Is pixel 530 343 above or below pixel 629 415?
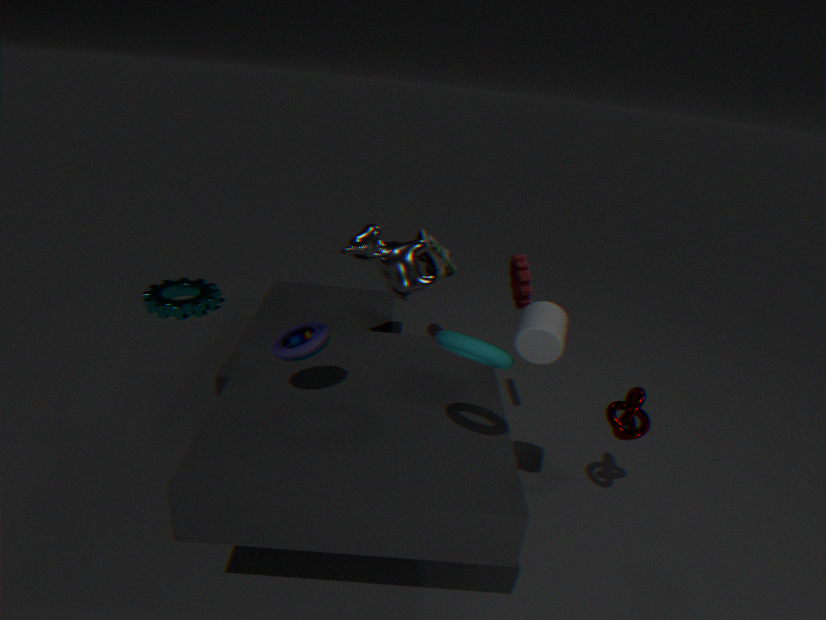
above
